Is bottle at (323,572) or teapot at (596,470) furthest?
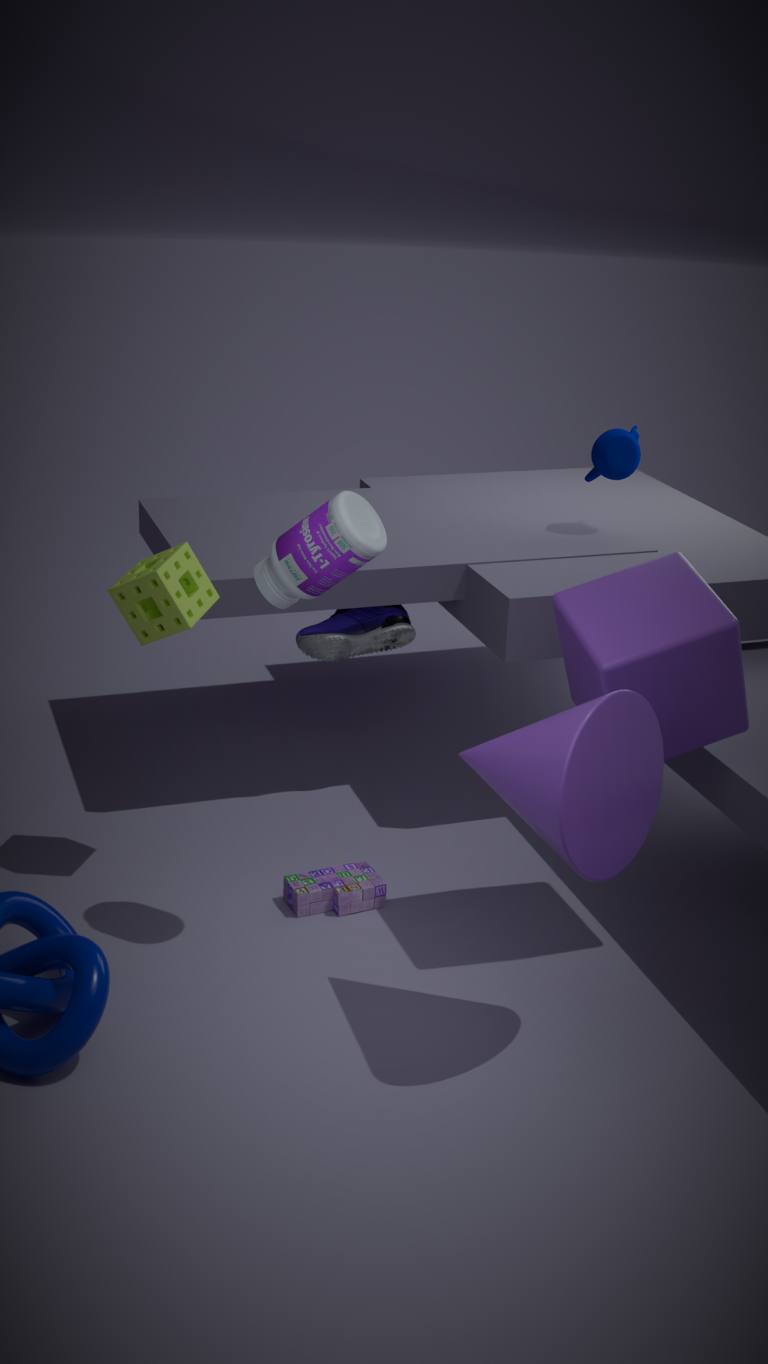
teapot at (596,470)
